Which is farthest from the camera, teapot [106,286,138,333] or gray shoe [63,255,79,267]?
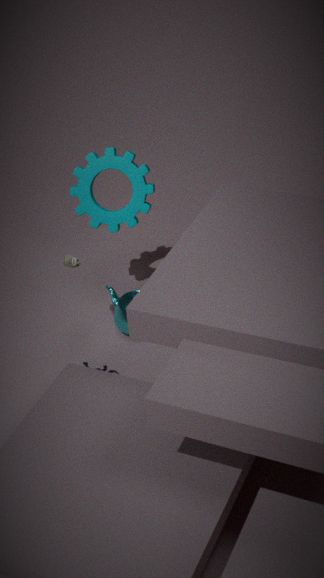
teapot [106,286,138,333]
